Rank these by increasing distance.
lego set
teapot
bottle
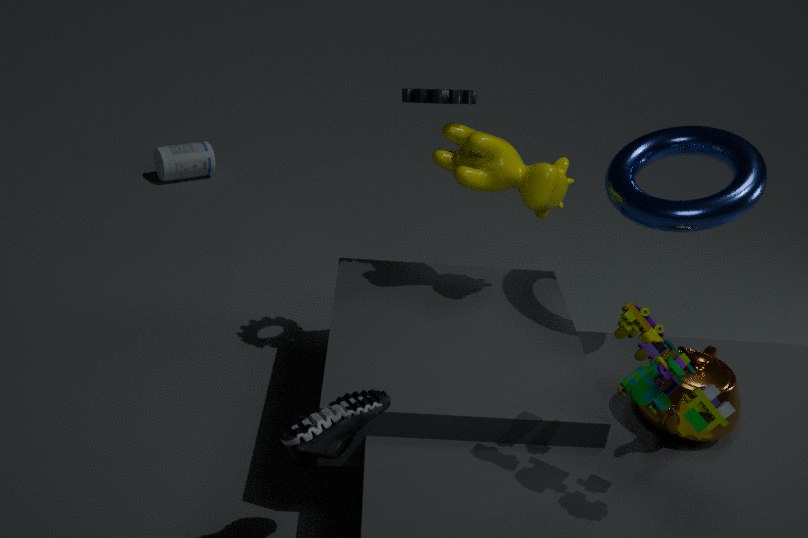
lego set → teapot → bottle
